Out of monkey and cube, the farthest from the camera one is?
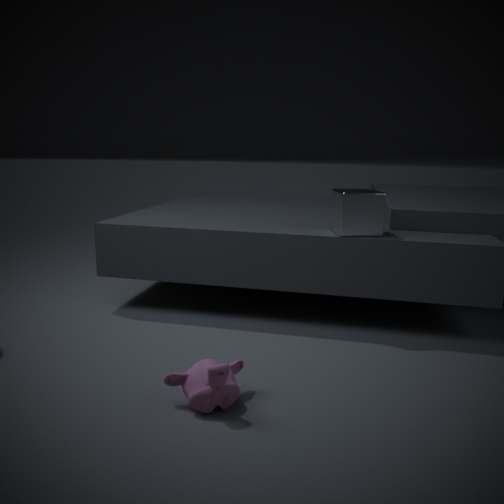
cube
